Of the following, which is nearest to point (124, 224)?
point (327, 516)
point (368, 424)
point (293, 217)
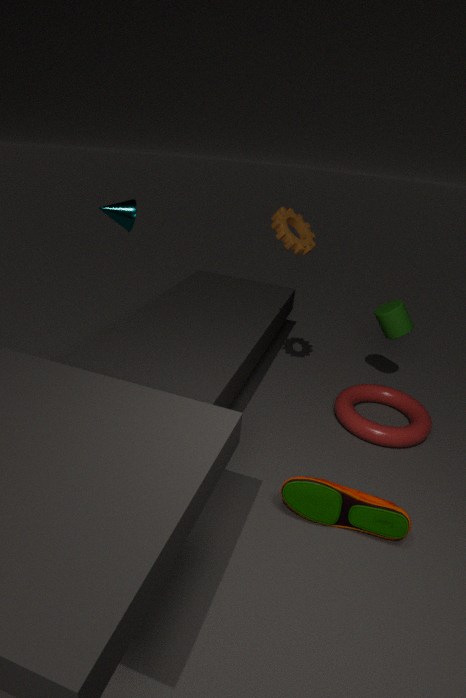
point (293, 217)
